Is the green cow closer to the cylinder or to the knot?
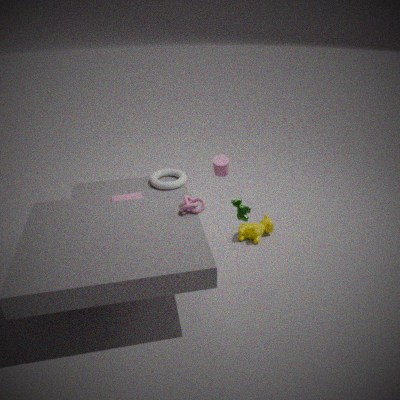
the knot
